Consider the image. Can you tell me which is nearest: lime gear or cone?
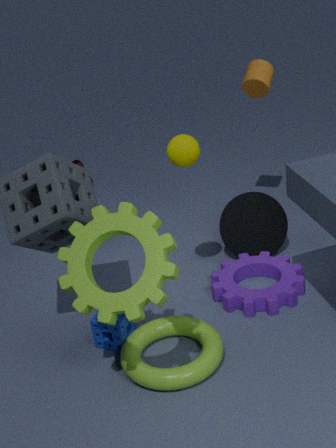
lime gear
